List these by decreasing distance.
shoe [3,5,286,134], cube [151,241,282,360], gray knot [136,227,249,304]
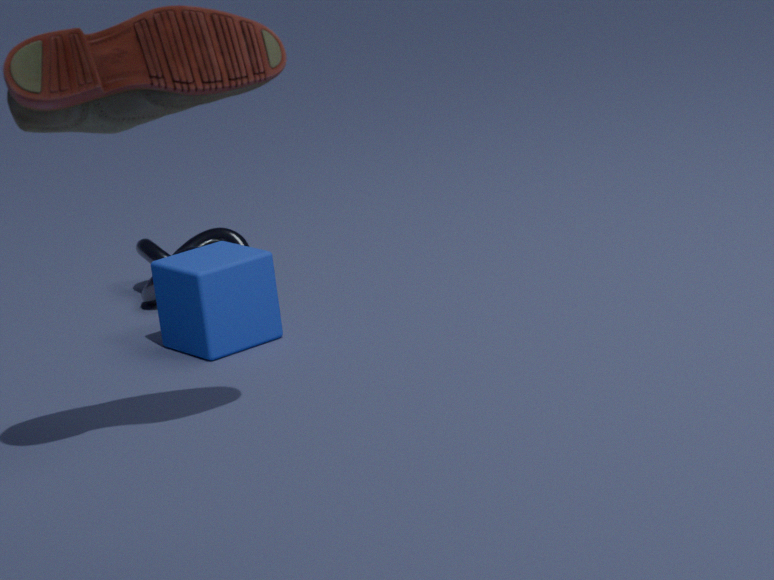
gray knot [136,227,249,304]
cube [151,241,282,360]
shoe [3,5,286,134]
